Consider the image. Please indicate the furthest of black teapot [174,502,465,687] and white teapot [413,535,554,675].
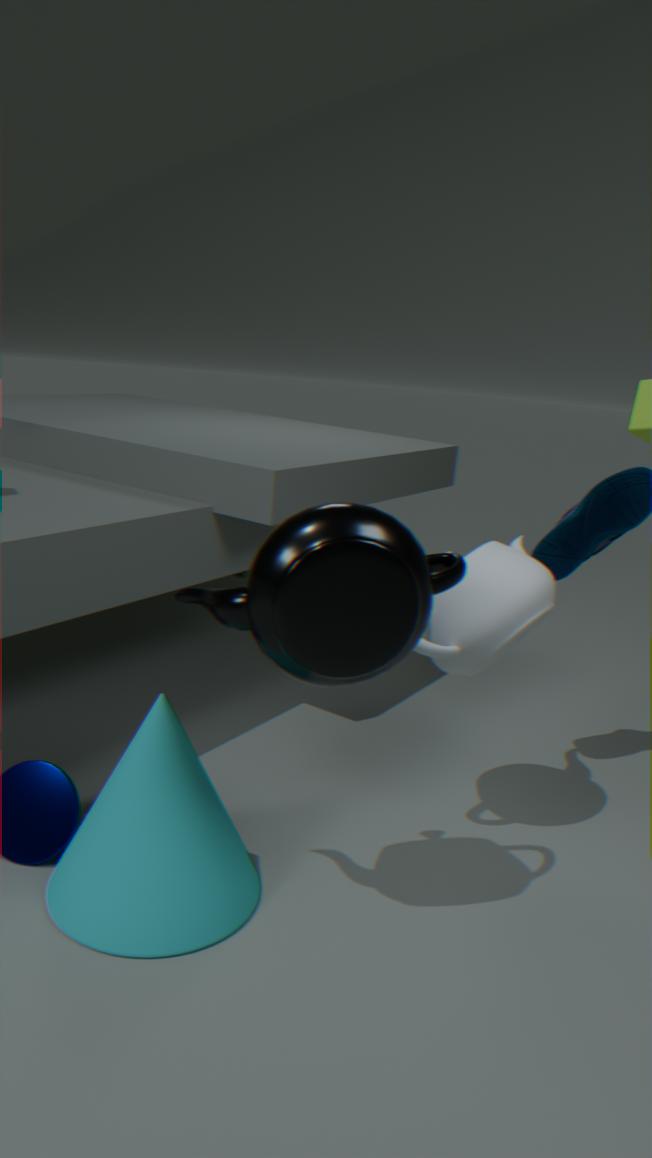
white teapot [413,535,554,675]
